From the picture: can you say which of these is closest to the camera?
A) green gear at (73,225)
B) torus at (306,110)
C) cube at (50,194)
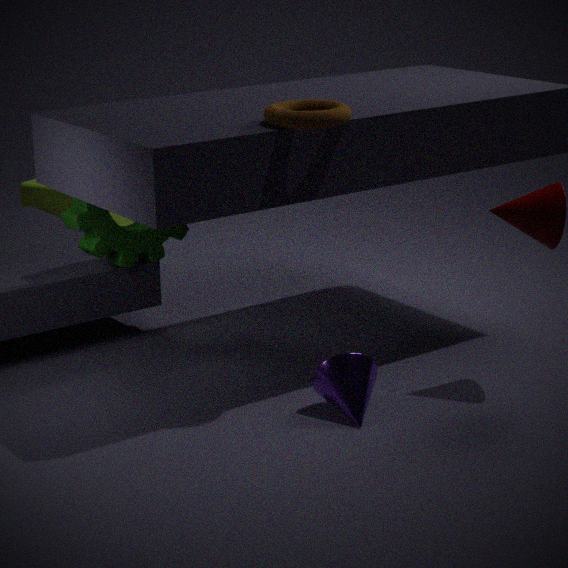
torus at (306,110)
